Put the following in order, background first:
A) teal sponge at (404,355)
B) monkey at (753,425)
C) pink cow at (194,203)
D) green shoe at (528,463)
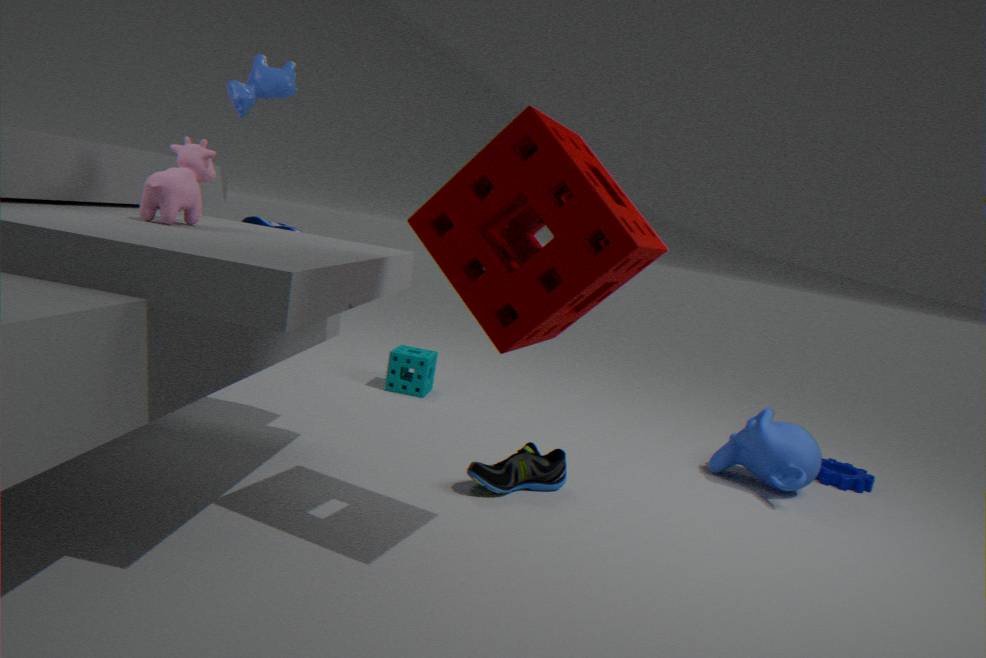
teal sponge at (404,355) < monkey at (753,425) < green shoe at (528,463) < pink cow at (194,203)
